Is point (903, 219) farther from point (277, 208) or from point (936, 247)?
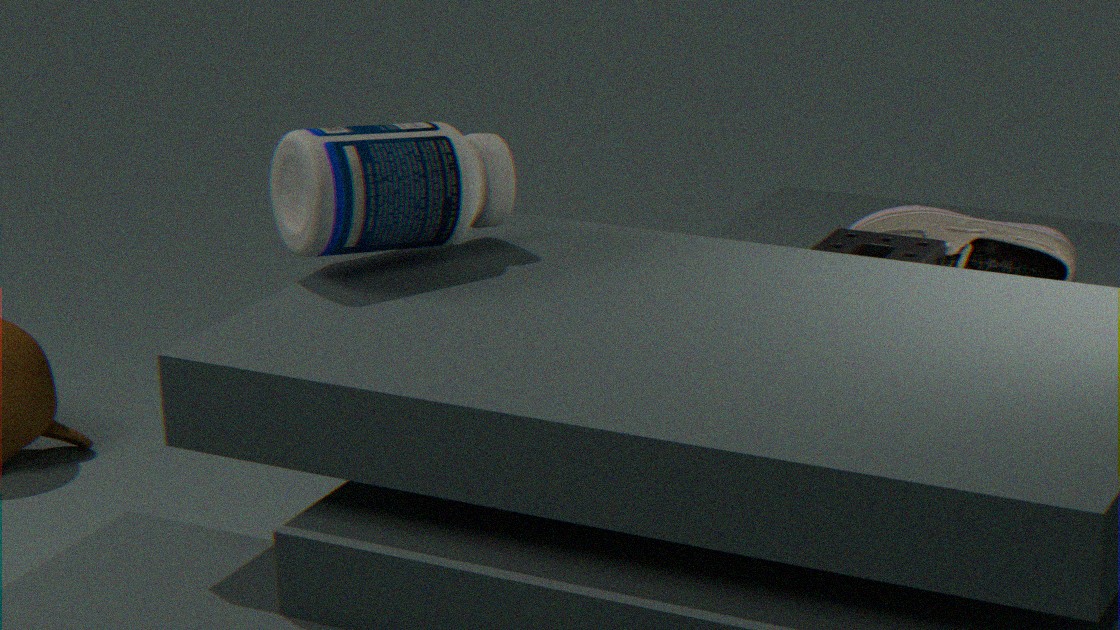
point (277, 208)
